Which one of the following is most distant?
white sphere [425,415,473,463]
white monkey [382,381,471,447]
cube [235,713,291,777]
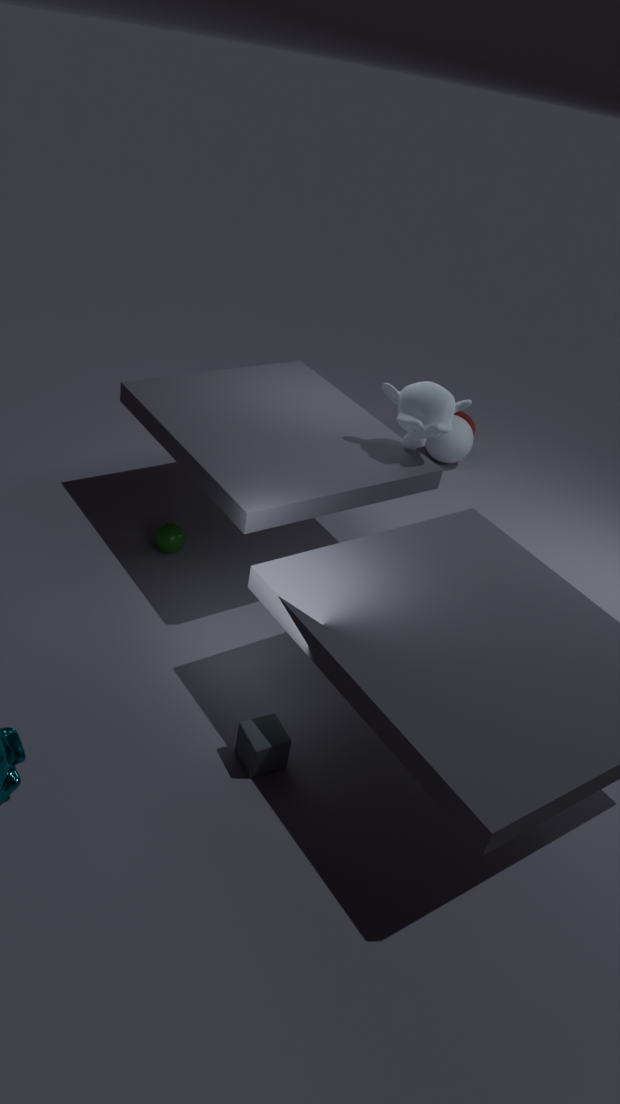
white sphere [425,415,473,463]
